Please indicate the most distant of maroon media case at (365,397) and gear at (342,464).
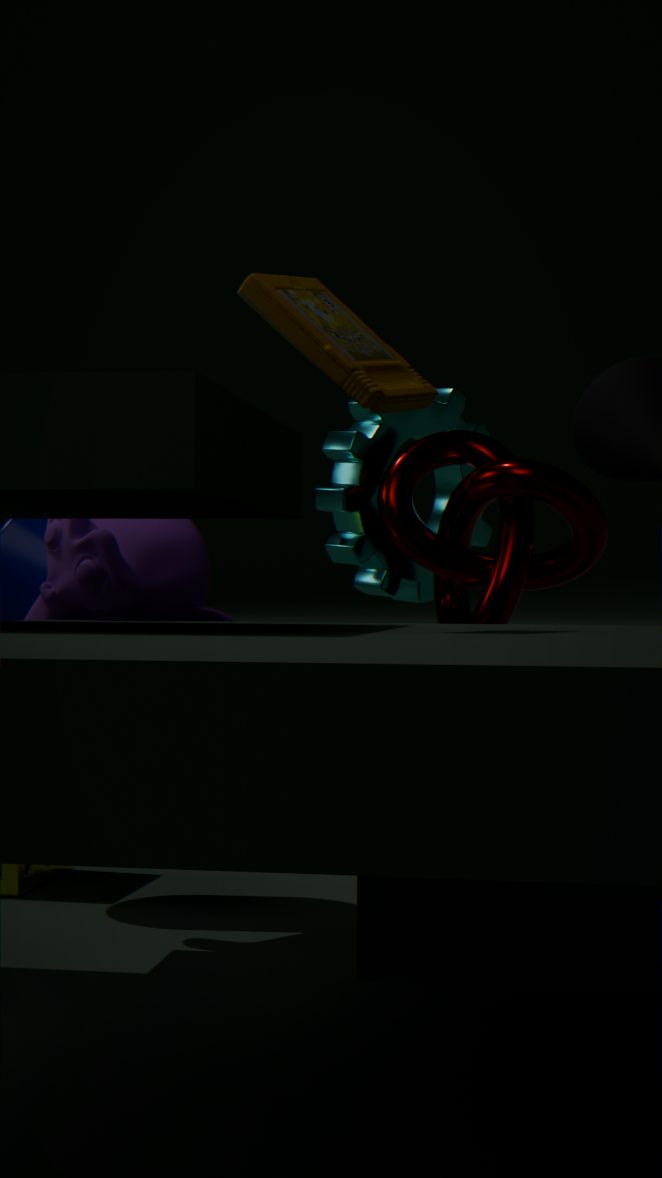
gear at (342,464)
